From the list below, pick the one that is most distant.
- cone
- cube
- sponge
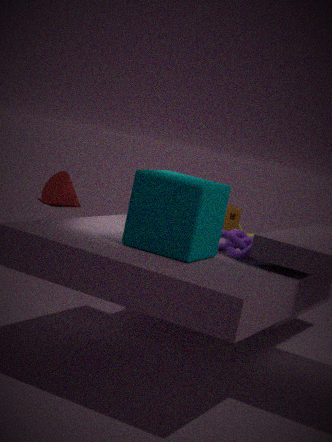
cone
